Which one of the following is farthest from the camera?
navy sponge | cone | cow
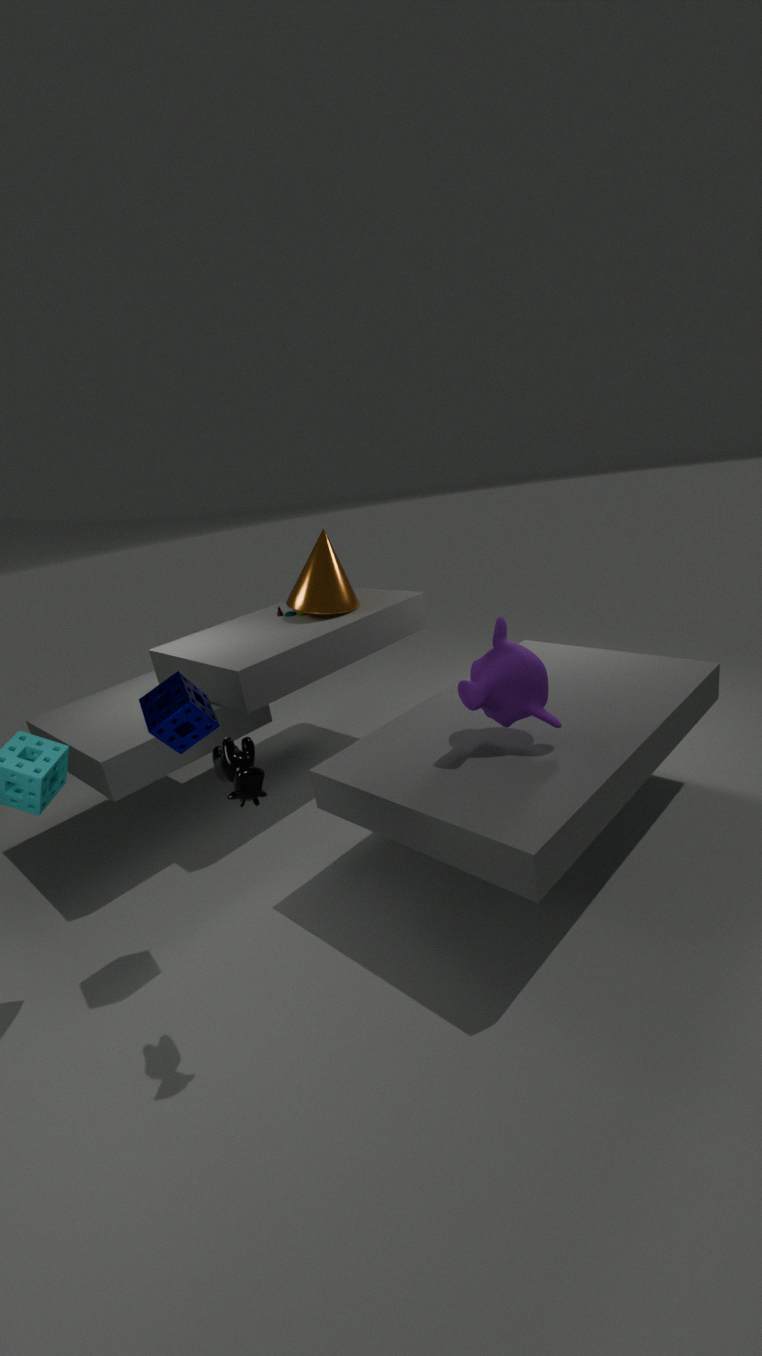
cone
